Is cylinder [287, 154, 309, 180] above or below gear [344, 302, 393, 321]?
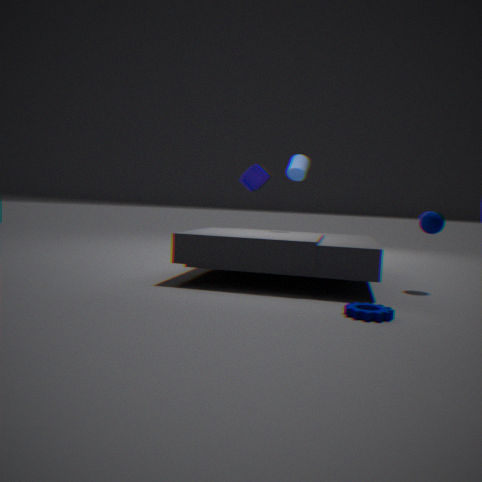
above
